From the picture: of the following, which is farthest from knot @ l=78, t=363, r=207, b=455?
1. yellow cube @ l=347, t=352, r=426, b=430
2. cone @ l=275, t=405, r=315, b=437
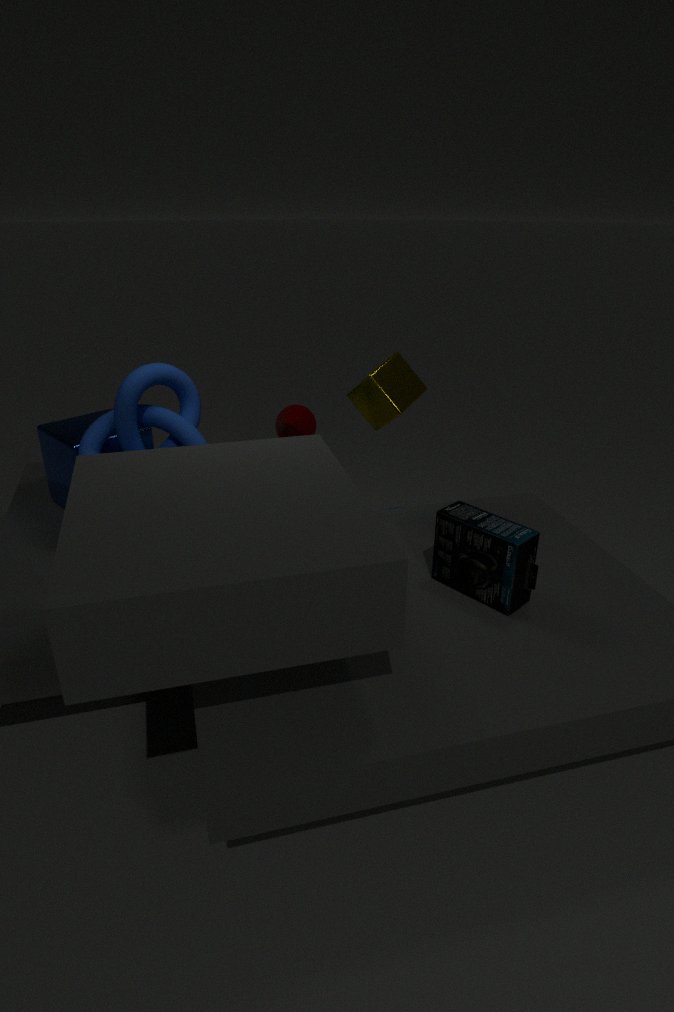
cone @ l=275, t=405, r=315, b=437
